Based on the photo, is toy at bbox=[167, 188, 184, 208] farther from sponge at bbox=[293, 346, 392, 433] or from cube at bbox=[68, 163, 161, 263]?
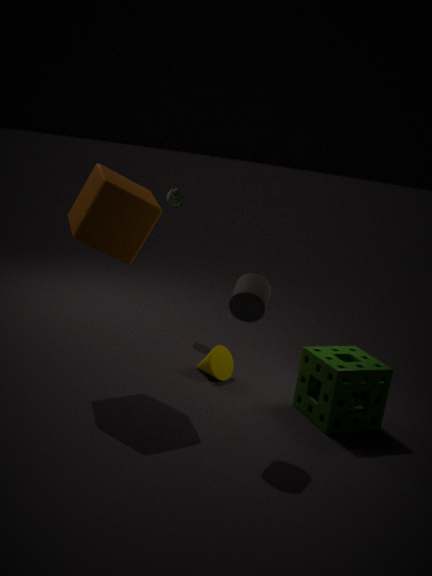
sponge at bbox=[293, 346, 392, 433]
